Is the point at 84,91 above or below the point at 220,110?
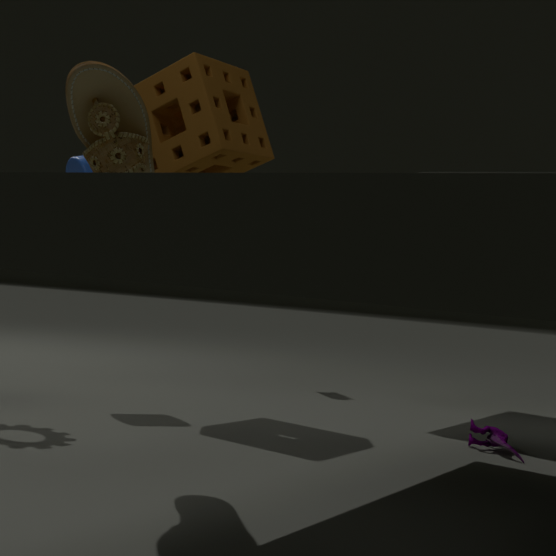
below
